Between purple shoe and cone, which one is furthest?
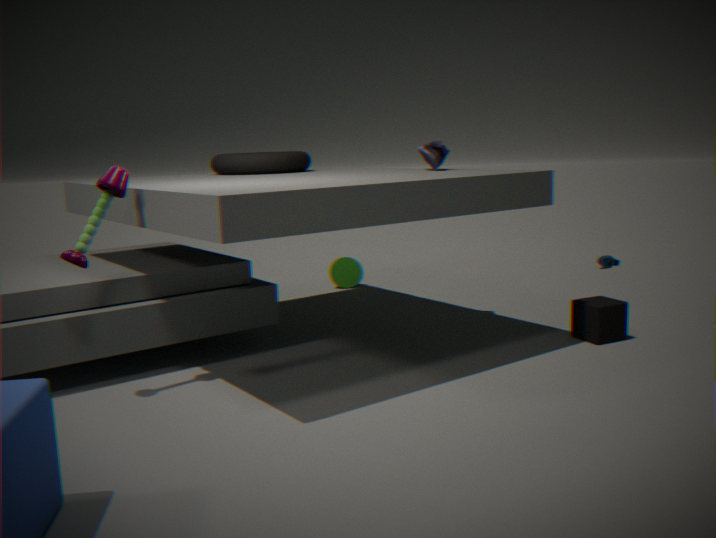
cone
